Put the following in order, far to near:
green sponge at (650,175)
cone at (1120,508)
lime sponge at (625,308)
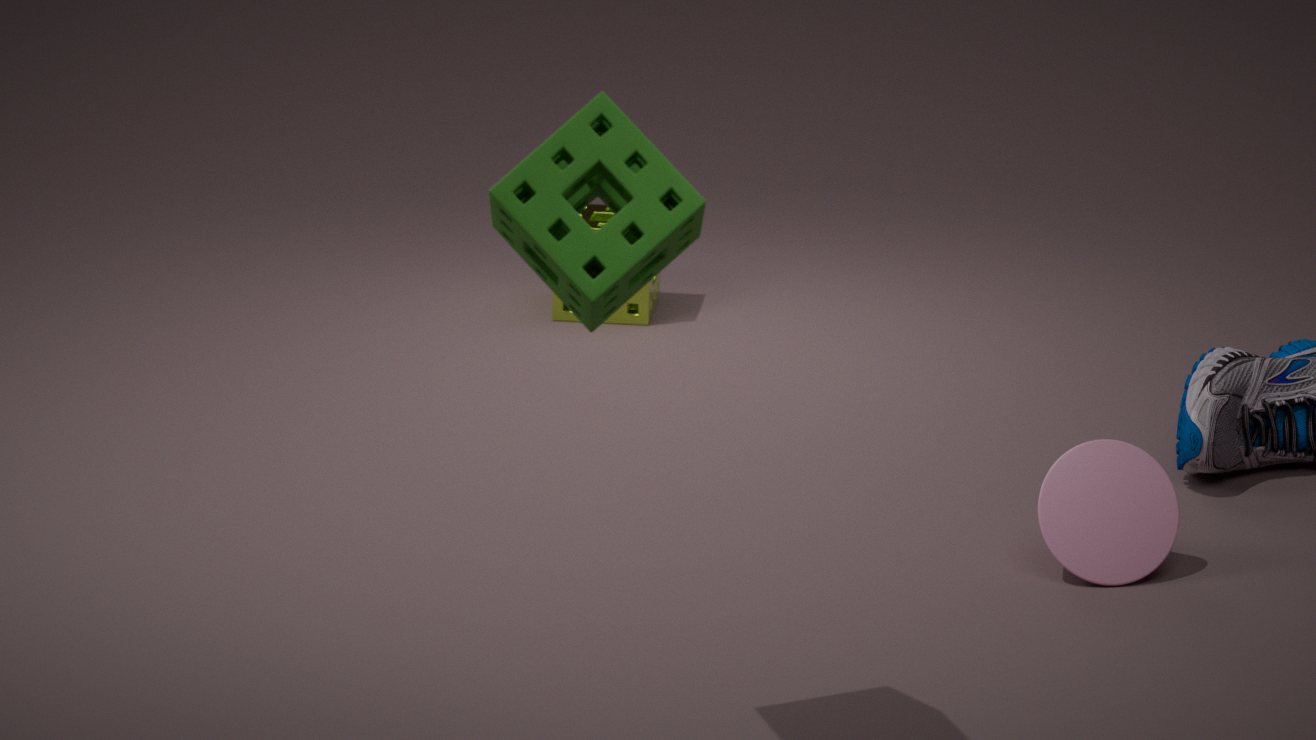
lime sponge at (625,308), cone at (1120,508), green sponge at (650,175)
